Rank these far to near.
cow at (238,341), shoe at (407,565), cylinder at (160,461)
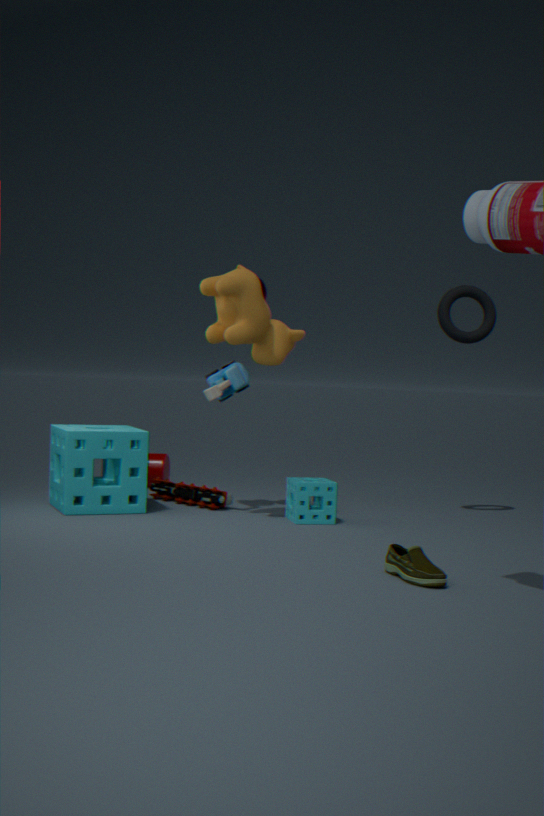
cylinder at (160,461)
cow at (238,341)
shoe at (407,565)
